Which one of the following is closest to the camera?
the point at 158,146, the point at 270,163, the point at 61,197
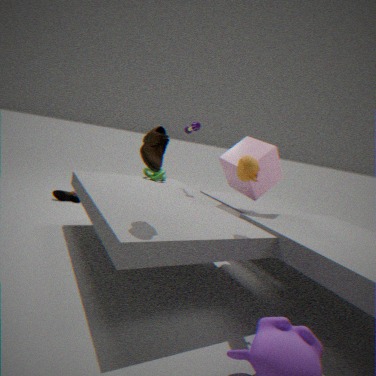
the point at 158,146
